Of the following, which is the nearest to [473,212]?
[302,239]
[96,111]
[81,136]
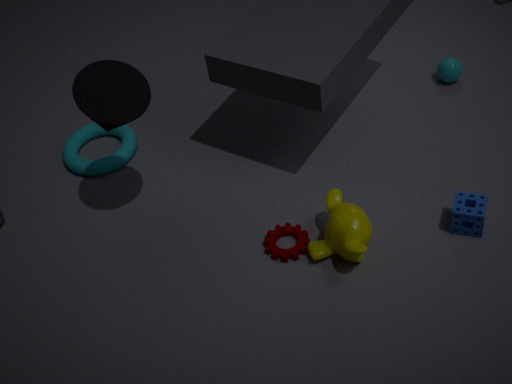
[302,239]
